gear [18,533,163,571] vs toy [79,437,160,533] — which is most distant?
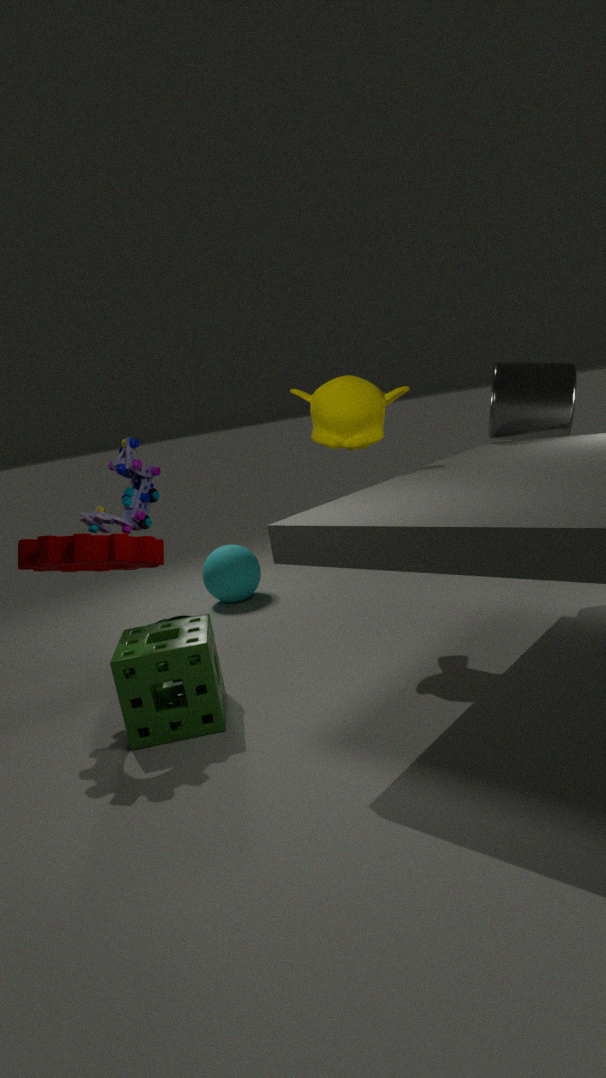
toy [79,437,160,533]
